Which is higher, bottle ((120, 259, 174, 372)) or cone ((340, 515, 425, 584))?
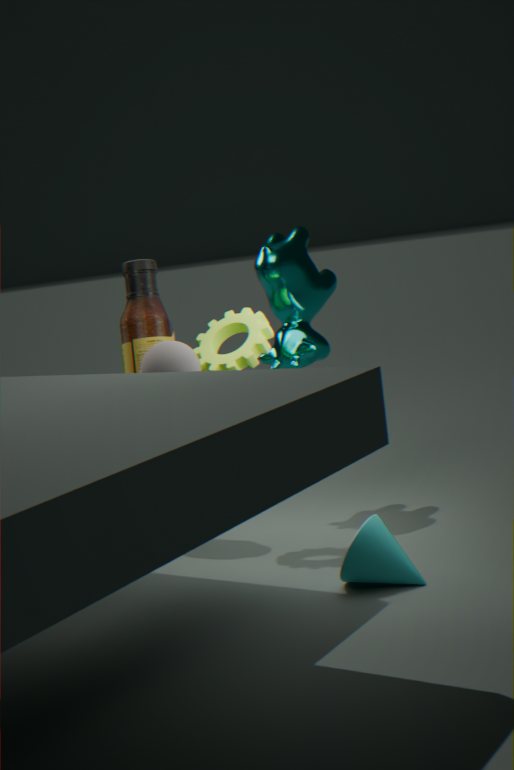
bottle ((120, 259, 174, 372))
